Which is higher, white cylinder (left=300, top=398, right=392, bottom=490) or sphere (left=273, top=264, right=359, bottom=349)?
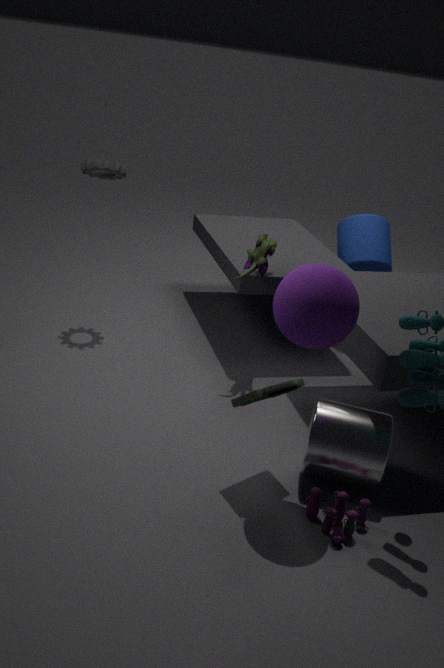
sphere (left=273, top=264, right=359, bottom=349)
